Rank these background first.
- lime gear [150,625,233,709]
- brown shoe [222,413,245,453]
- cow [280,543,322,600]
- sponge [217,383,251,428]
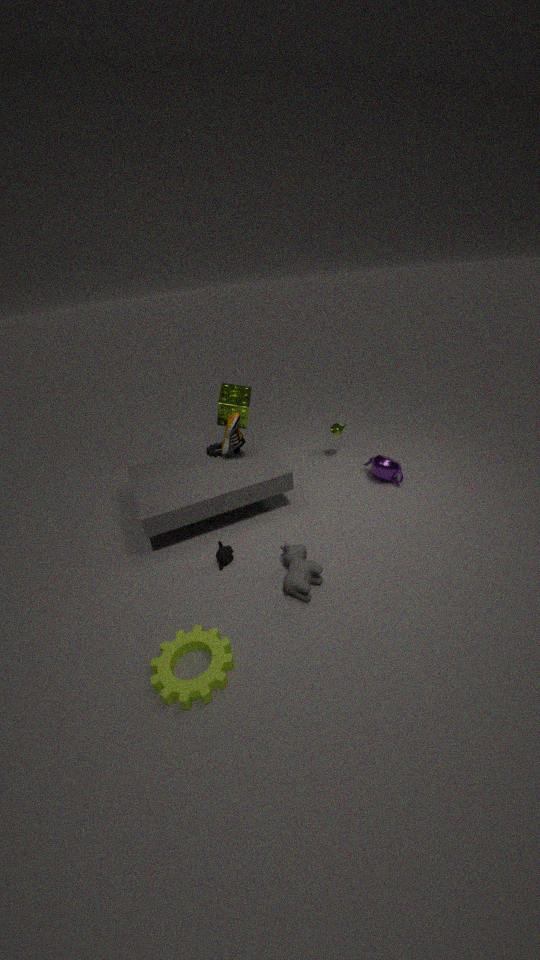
1. sponge [217,383,251,428]
2. brown shoe [222,413,245,453]
3. cow [280,543,322,600]
4. lime gear [150,625,233,709]
